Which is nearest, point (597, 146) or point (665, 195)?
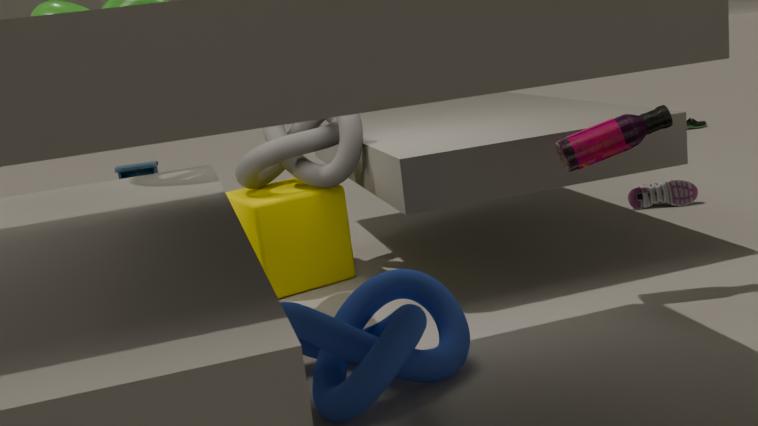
point (597, 146)
